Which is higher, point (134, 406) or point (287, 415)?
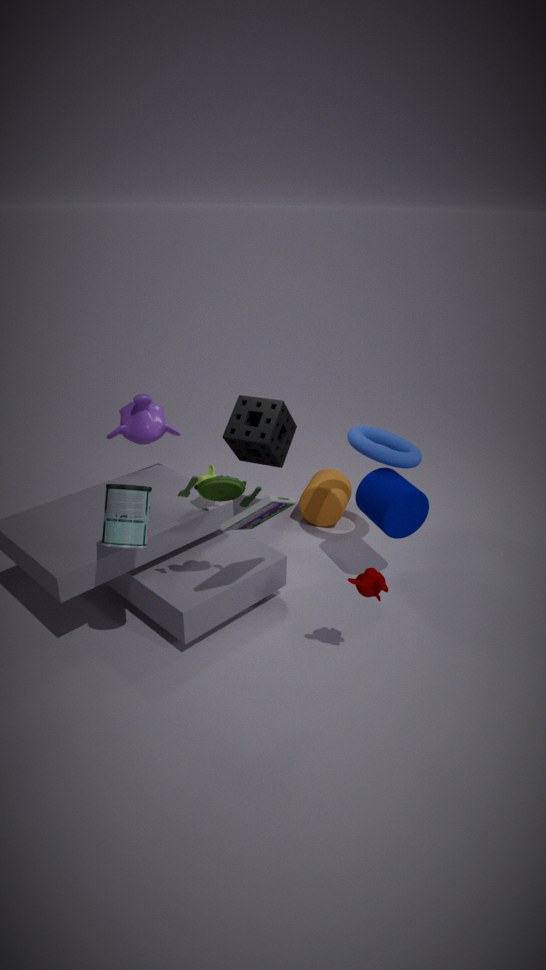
point (134, 406)
